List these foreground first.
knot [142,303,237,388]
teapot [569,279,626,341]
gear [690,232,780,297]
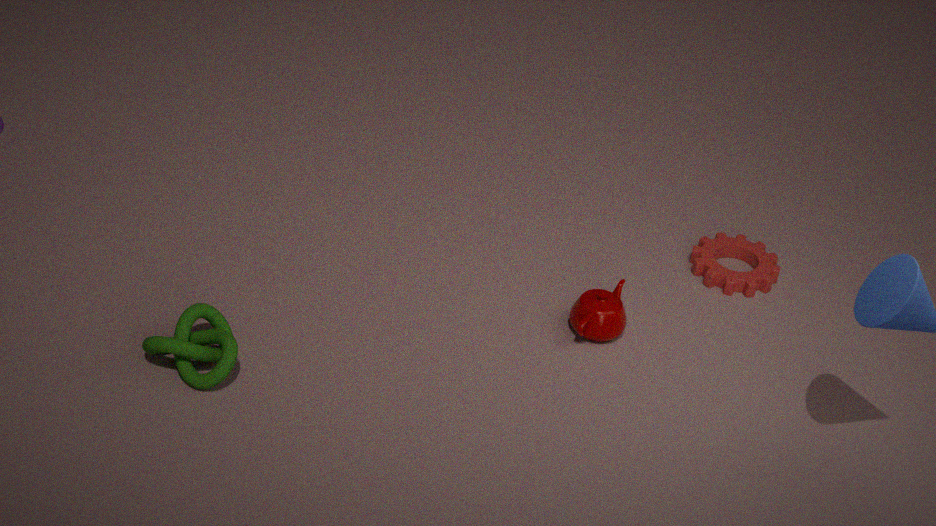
knot [142,303,237,388]
teapot [569,279,626,341]
gear [690,232,780,297]
